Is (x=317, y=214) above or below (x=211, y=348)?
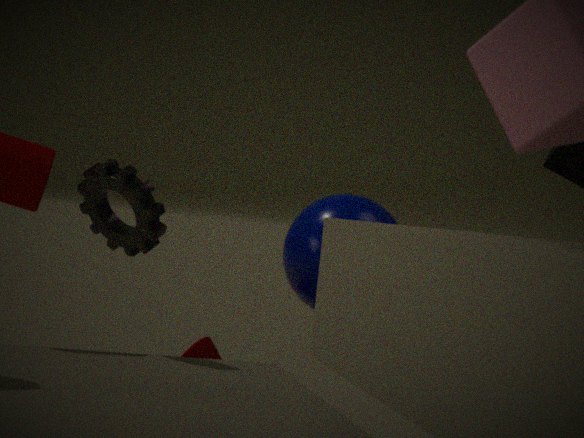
above
